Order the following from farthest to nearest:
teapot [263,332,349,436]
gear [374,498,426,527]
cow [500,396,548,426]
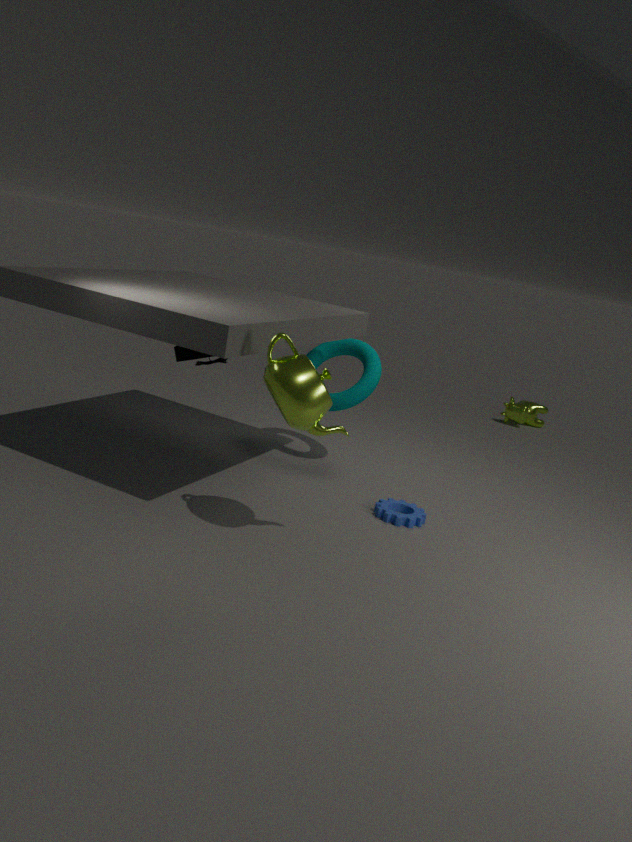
1. cow [500,396,548,426]
2. gear [374,498,426,527]
3. teapot [263,332,349,436]
